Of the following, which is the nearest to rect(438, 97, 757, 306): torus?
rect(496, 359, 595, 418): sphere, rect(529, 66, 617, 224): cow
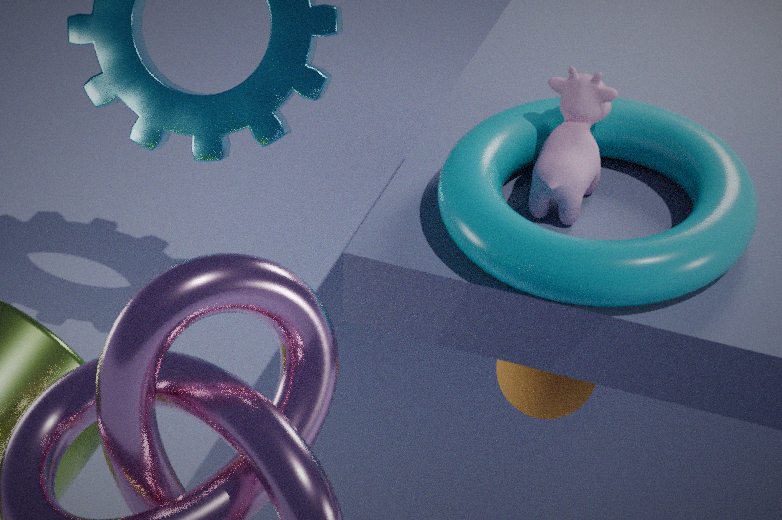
rect(529, 66, 617, 224): cow
